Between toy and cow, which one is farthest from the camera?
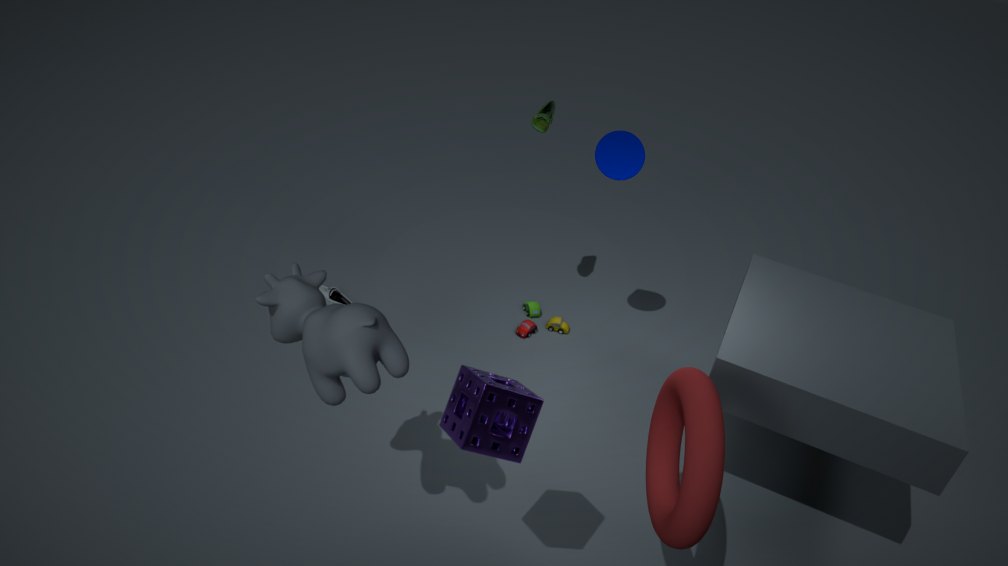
toy
